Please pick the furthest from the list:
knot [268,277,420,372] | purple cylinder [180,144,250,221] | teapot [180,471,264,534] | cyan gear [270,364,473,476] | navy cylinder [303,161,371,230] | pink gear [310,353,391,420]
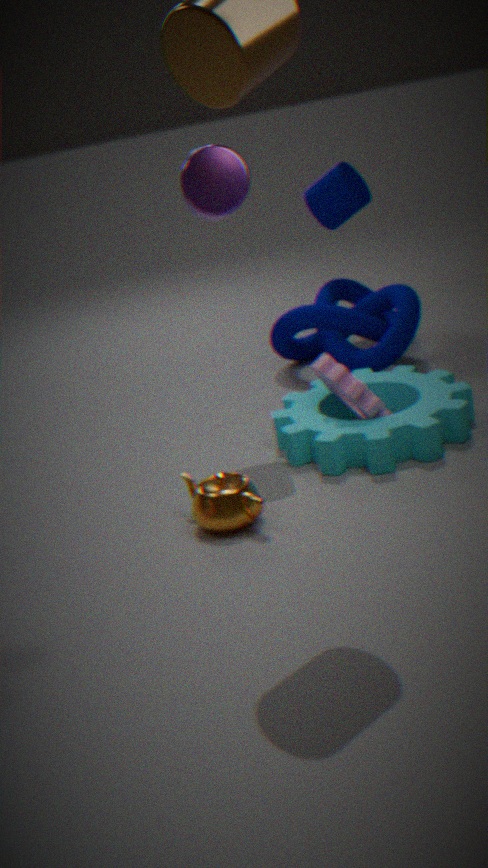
navy cylinder [303,161,371,230]
